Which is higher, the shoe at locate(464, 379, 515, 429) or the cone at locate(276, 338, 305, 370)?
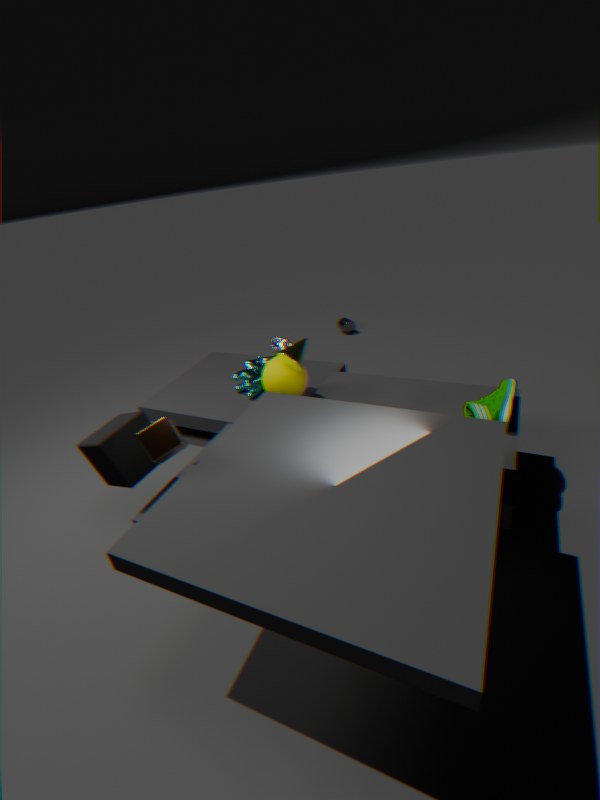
the cone at locate(276, 338, 305, 370)
